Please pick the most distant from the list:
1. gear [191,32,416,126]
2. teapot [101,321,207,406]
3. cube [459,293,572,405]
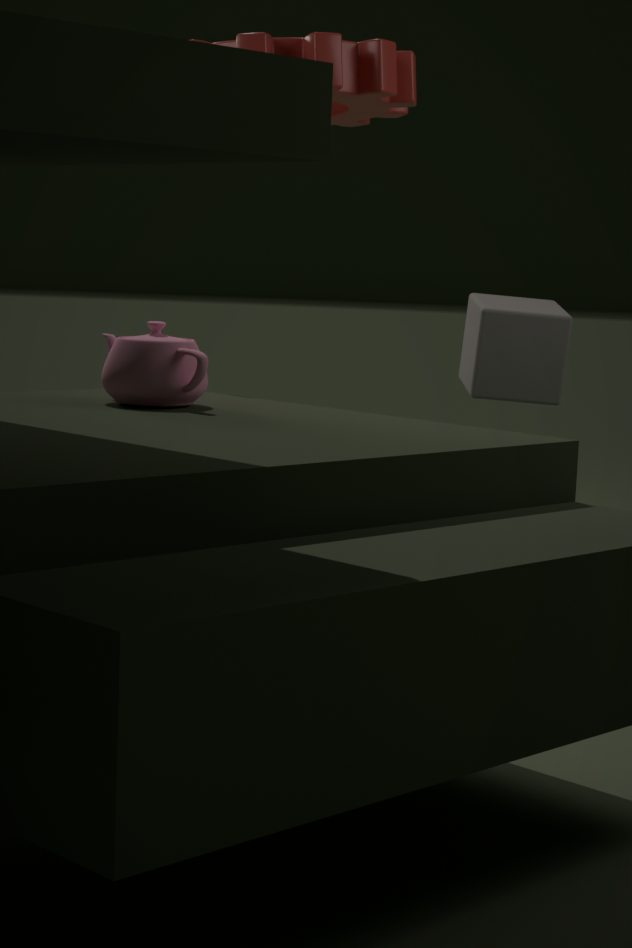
cube [459,293,572,405]
